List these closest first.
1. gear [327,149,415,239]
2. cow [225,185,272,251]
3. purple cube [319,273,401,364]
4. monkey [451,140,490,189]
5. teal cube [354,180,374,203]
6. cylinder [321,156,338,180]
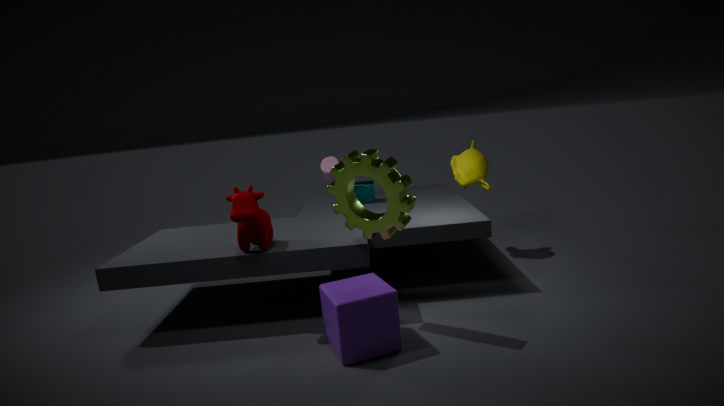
1. purple cube [319,273,401,364]
2. gear [327,149,415,239]
3. cow [225,185,272,251]
4. monkey [451,140,490,189]
5. teal cube [354,180,374,203]
6. cylinder [321,156,338,180]
